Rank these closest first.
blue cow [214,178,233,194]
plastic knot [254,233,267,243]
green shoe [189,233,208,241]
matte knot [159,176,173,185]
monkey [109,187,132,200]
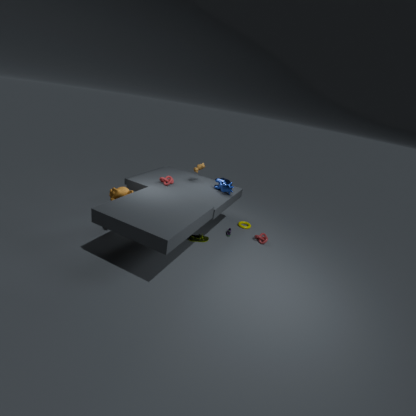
monkey [109,187,132,200], green shoe [189,233,208,241], matte knot [159,176,173,185], blue cow [214,178,233,194], plastic knot [254,233,267,243]
